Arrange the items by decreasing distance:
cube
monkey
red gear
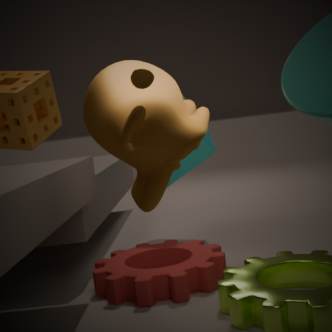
cube < red gear < monkey
